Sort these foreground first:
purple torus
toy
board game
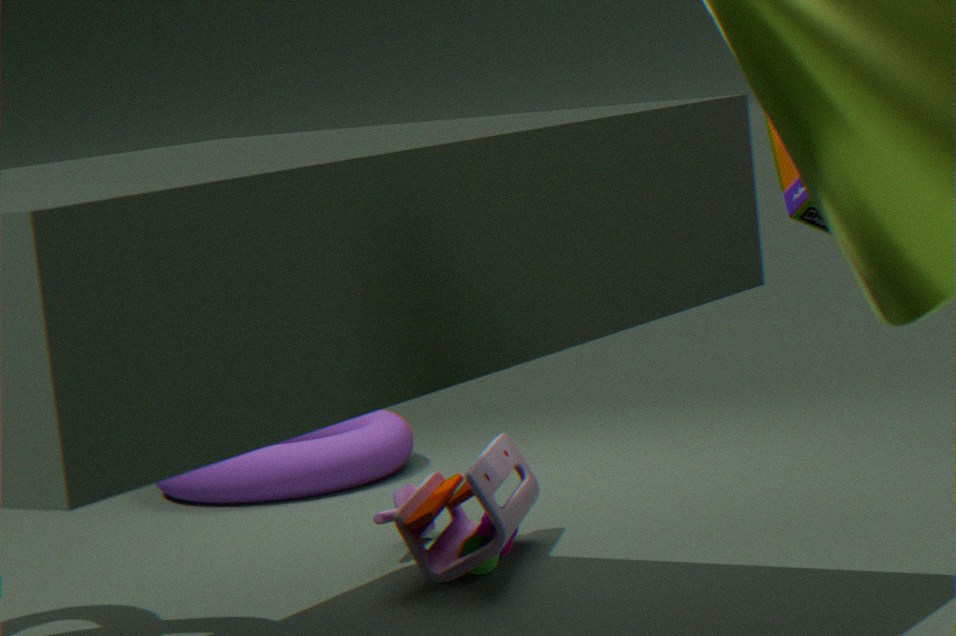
board game, toy, purple torus
